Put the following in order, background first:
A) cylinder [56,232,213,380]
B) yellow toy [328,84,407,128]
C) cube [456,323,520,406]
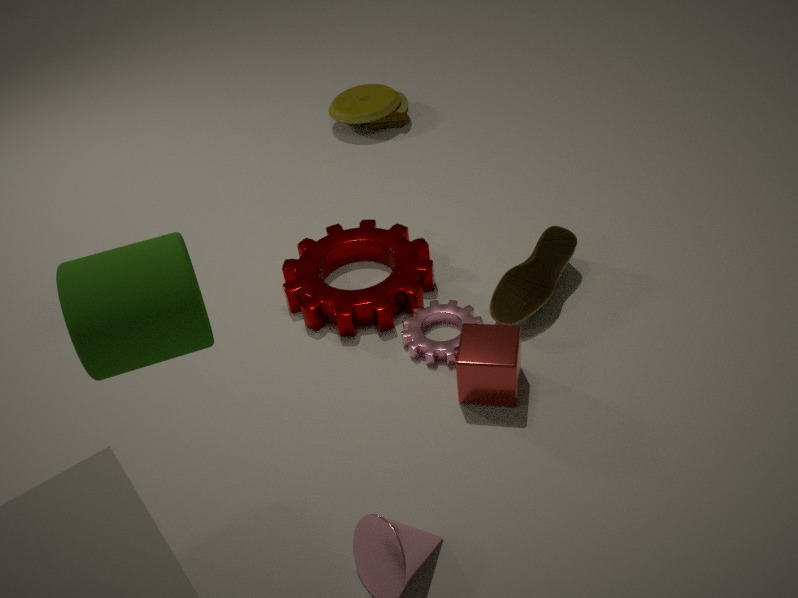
yellow toy [328,84,407,128], cube [456,323,520,406], cylinder [56,232,213,380]
